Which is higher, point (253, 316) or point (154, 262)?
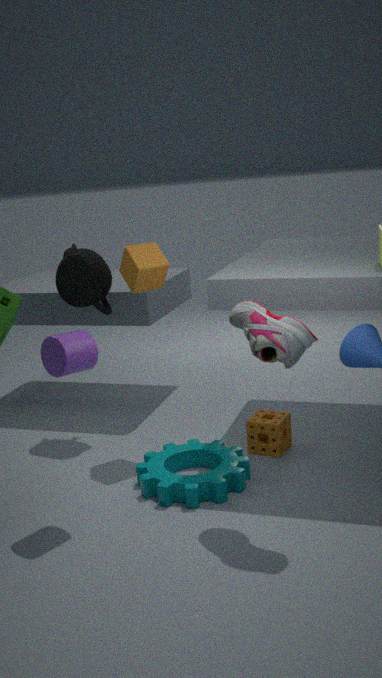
point (154, 262)
